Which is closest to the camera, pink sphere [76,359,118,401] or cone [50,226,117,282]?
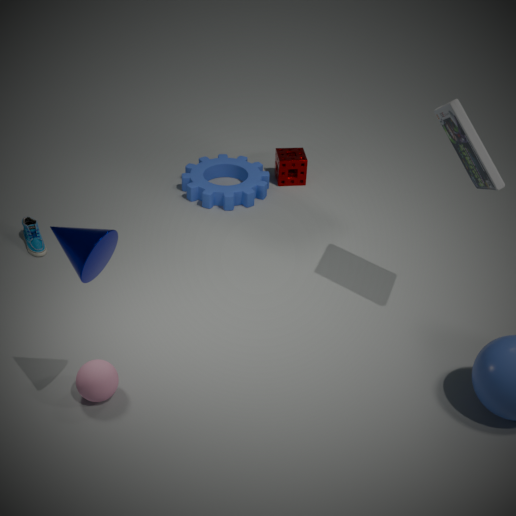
cone [50,226,117,282]
